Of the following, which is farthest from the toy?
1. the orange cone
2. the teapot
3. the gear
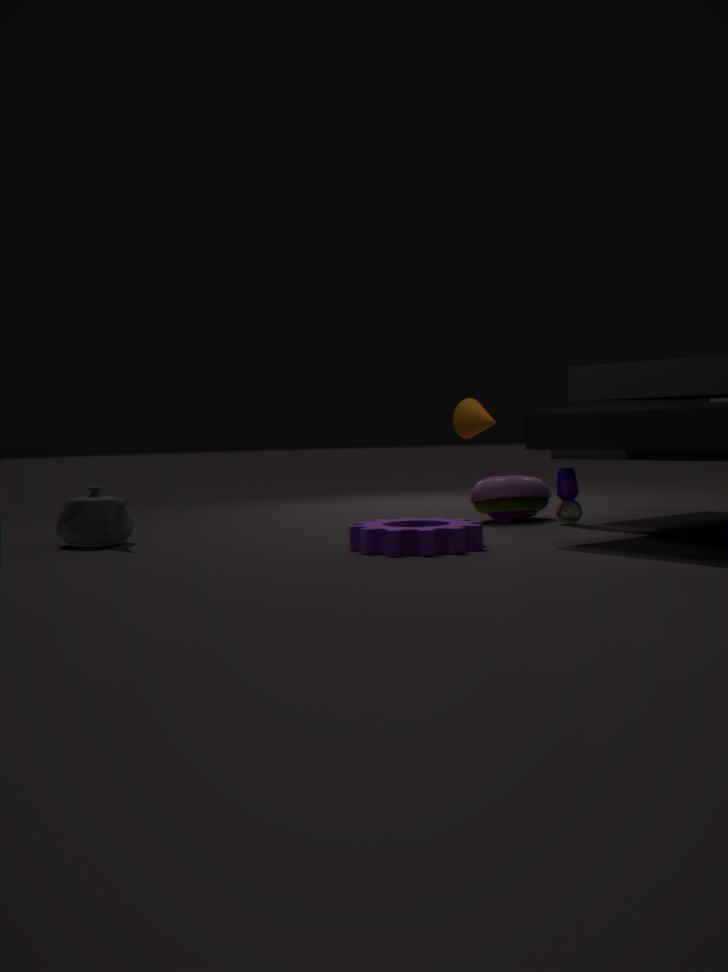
the teapot
